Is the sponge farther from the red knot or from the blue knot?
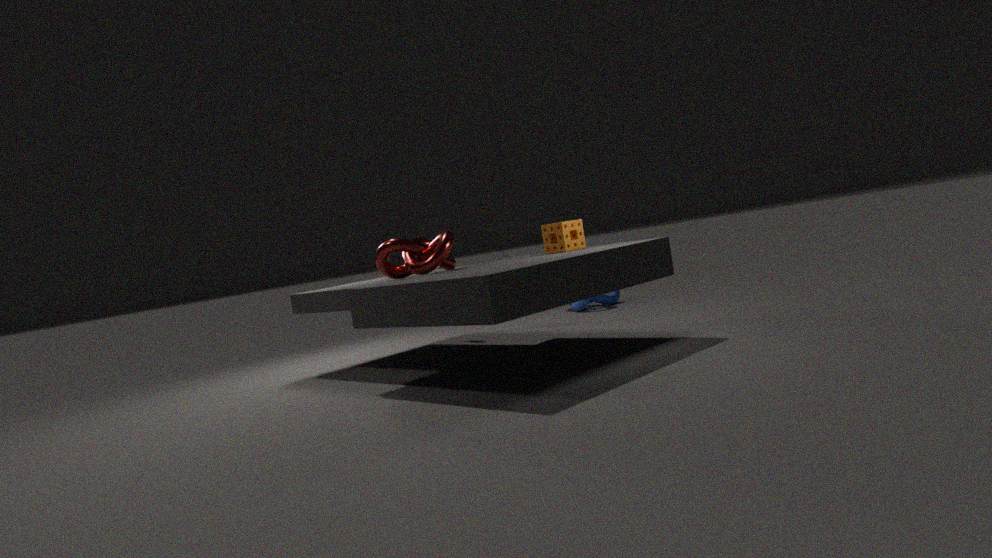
the blue knot
